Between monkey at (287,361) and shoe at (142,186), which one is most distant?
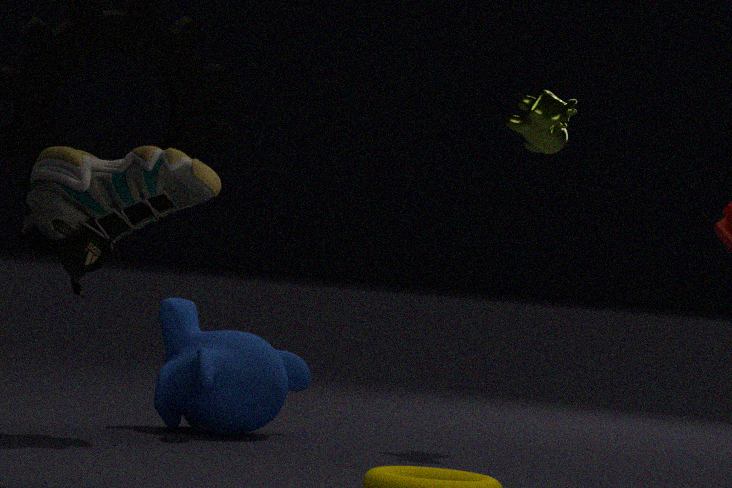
monkey at (287,361)
